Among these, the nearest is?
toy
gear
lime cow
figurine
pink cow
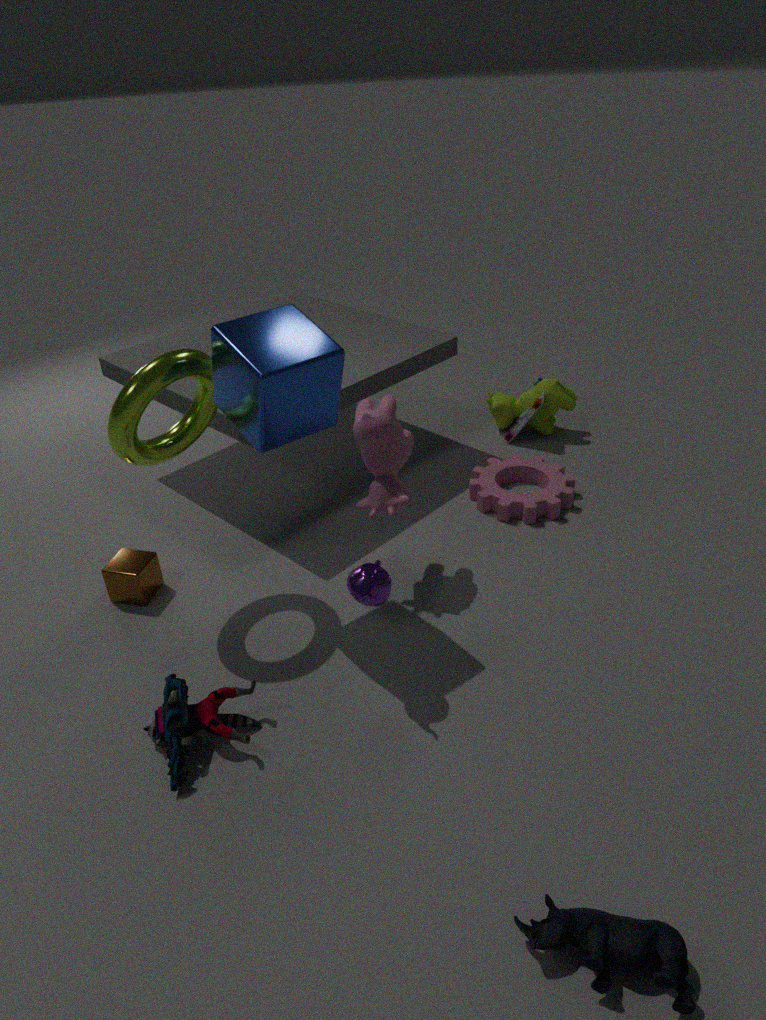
toy
